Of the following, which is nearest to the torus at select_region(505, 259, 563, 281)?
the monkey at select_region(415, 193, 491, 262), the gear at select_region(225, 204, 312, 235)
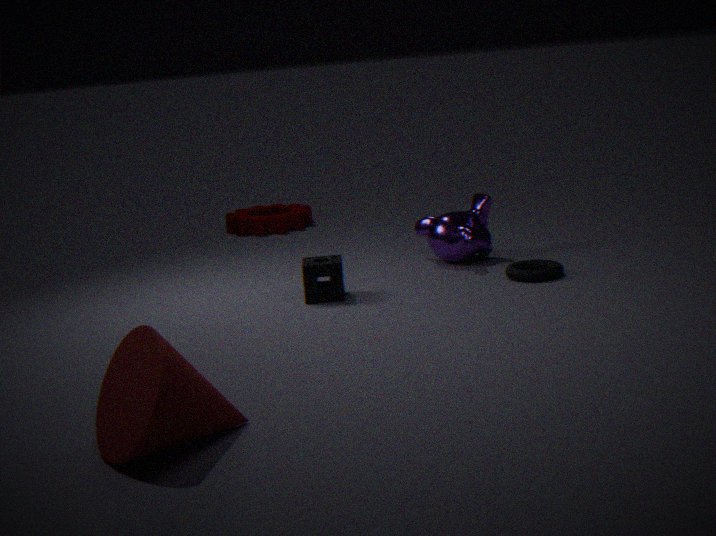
the monkey at select_region(415, 193, 491, 262)
